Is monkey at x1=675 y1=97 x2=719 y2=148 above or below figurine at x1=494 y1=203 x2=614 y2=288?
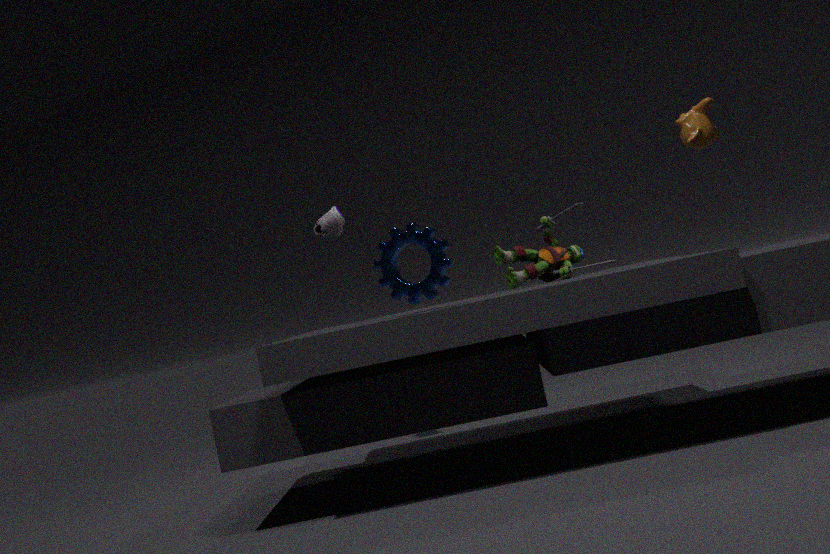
above
